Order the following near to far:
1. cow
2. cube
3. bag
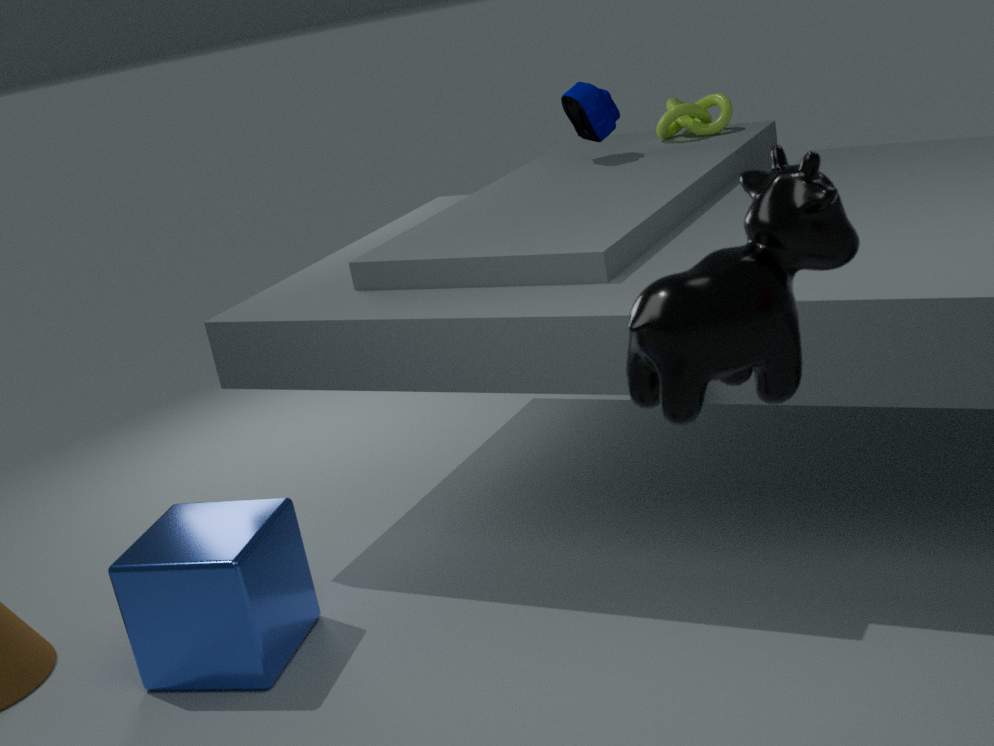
cow, cube, bag
